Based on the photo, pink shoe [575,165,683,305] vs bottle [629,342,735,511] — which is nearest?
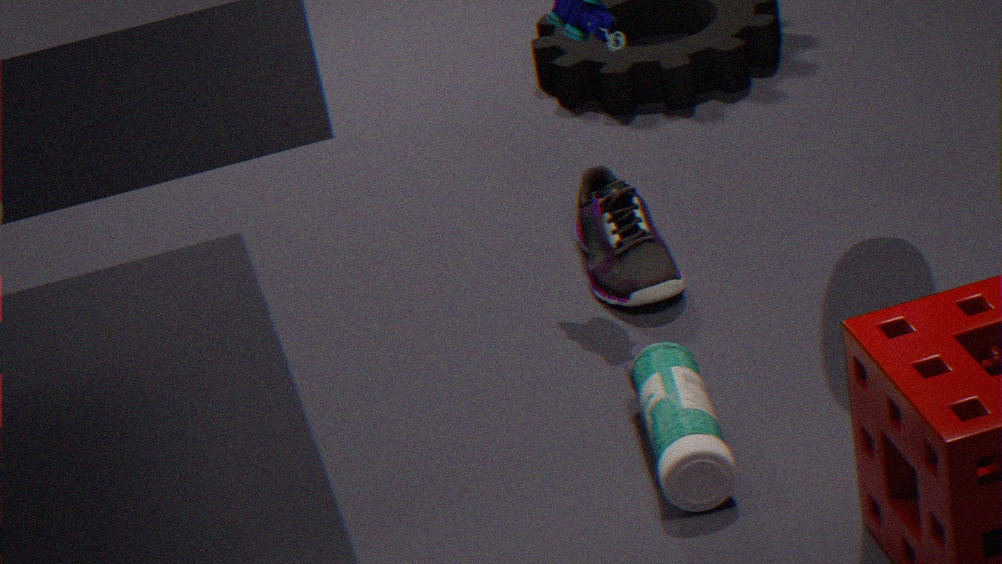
bottle [629,342,735,511]
